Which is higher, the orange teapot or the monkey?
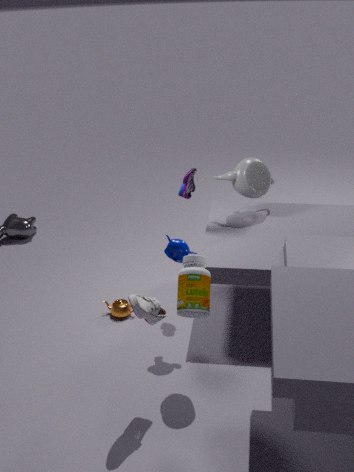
the monkey
